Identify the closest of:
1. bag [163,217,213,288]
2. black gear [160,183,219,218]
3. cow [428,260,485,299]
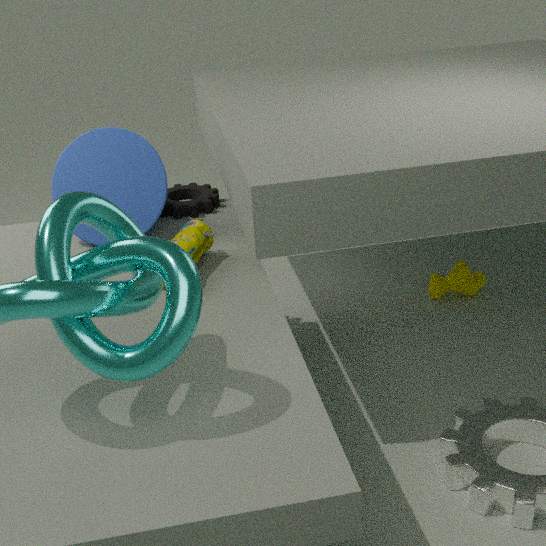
bag [163,217,213,288]
